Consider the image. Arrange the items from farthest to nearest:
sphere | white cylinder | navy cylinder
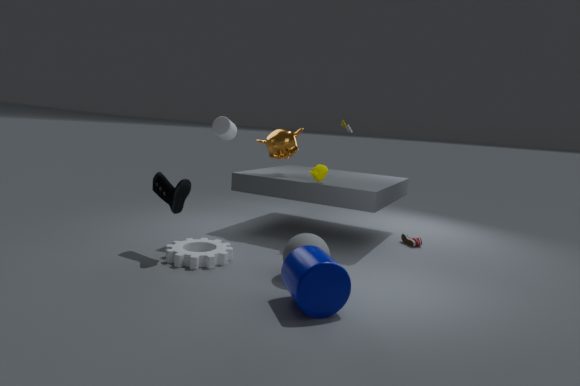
white cylinder, sphere, navy cylinder
